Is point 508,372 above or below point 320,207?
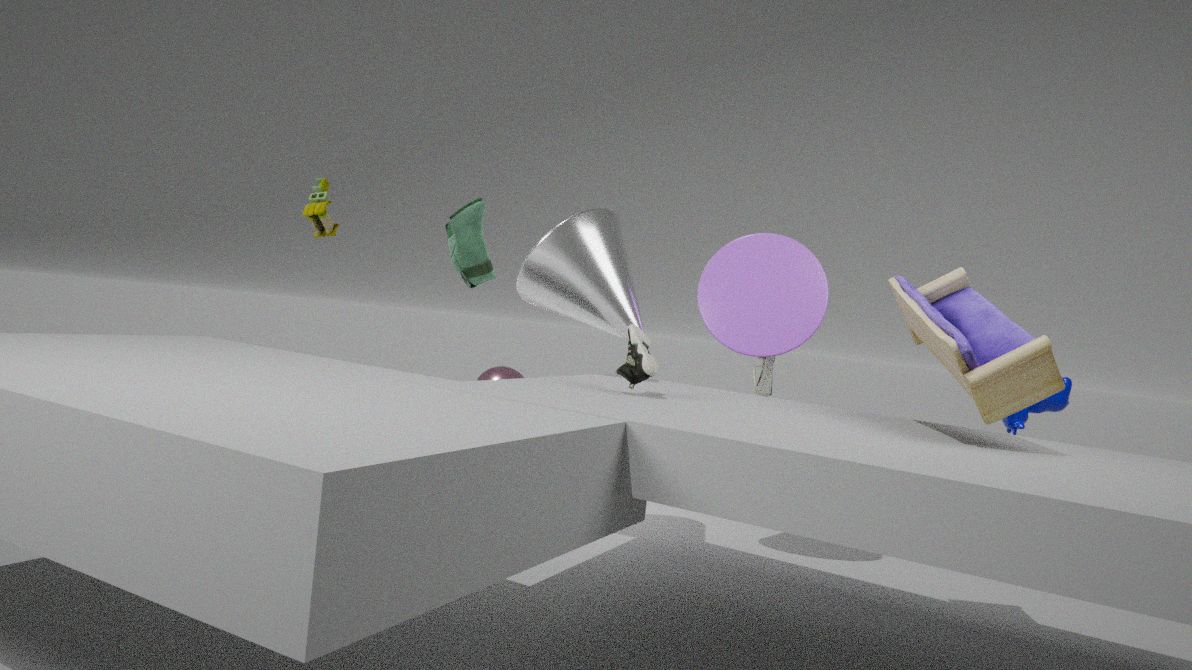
below
